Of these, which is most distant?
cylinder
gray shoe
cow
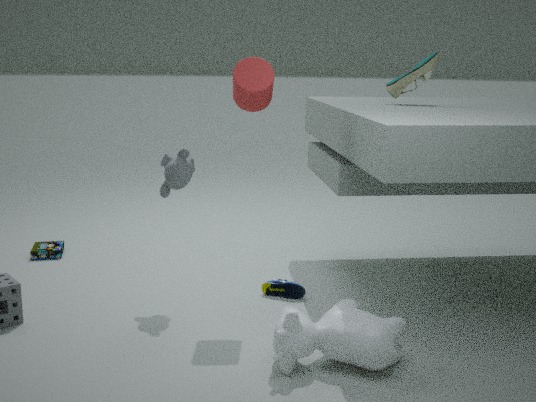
gray shoe
